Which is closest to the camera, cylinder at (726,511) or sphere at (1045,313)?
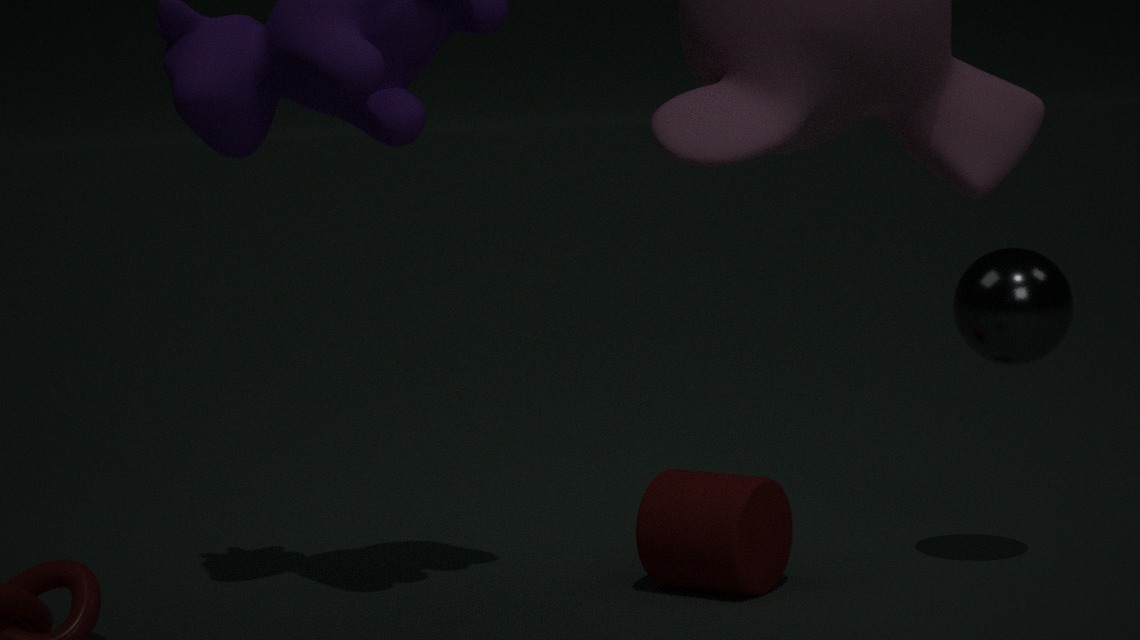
sphere at (1045,313)
